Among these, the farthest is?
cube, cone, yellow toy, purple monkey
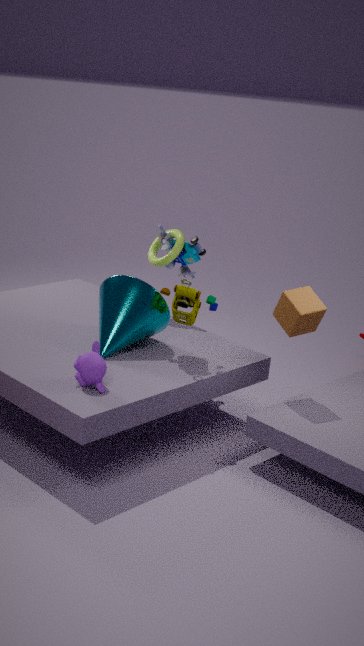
cone
